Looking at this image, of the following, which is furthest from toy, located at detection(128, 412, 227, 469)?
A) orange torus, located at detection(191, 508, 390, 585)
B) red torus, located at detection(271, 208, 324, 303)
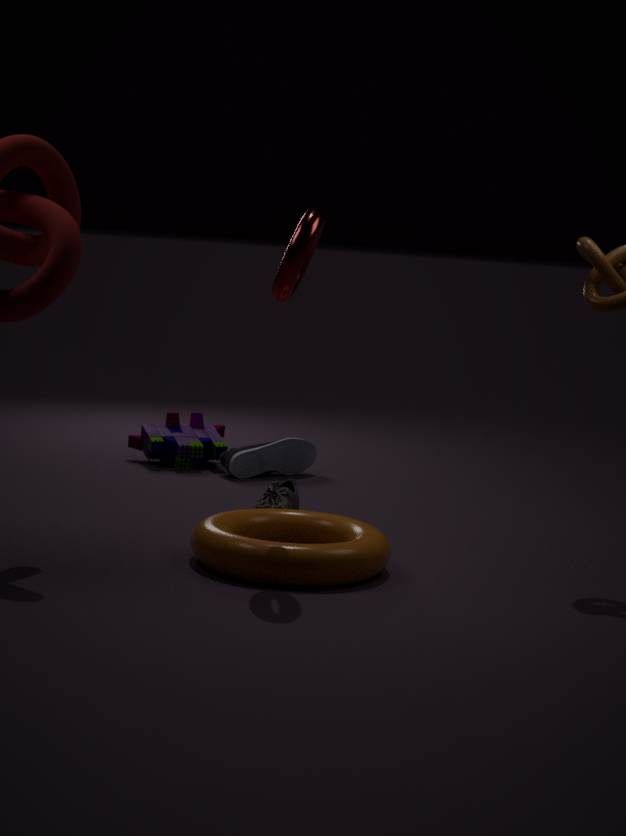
red torus, located at detection(271, 208, 324, 303)
